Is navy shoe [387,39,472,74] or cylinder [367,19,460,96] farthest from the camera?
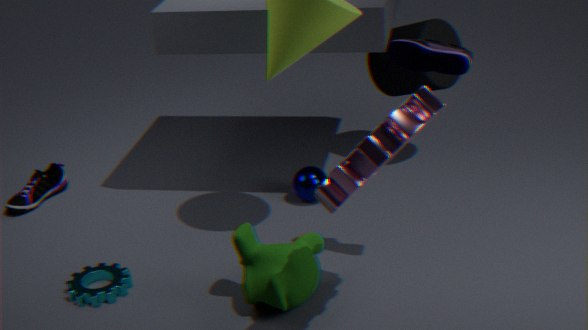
cylinder [367,19,460,96]
